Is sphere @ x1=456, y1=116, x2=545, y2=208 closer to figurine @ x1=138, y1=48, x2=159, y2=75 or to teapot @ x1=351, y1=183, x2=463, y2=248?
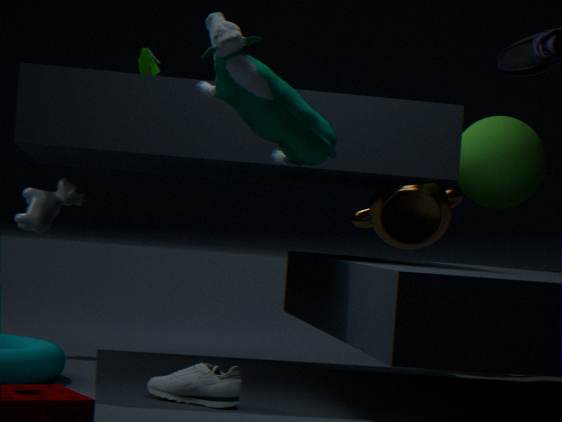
teapot @ x1=351, y1=183, x2=463, y2=248
